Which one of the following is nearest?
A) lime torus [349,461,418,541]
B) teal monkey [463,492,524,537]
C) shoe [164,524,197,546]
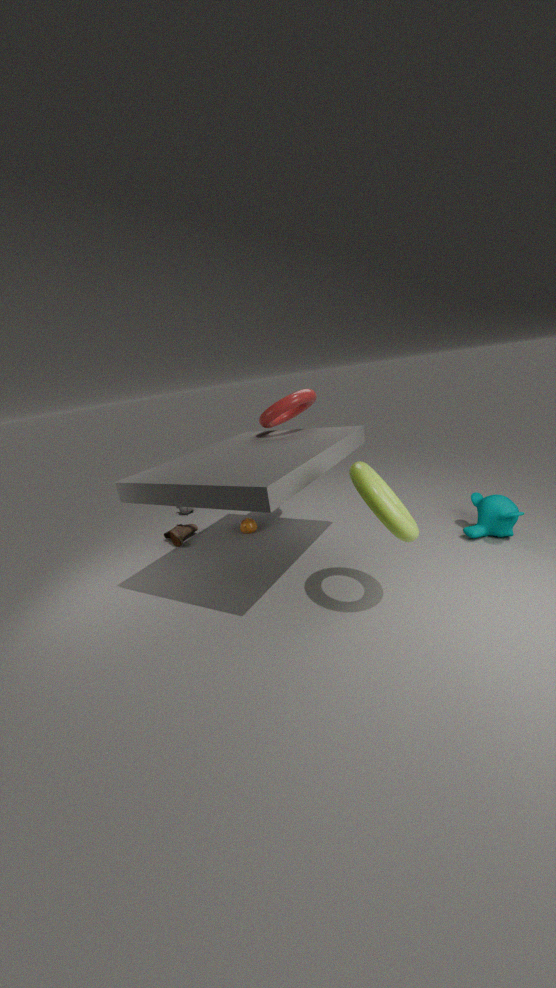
lime torus [349,461,418,541]
